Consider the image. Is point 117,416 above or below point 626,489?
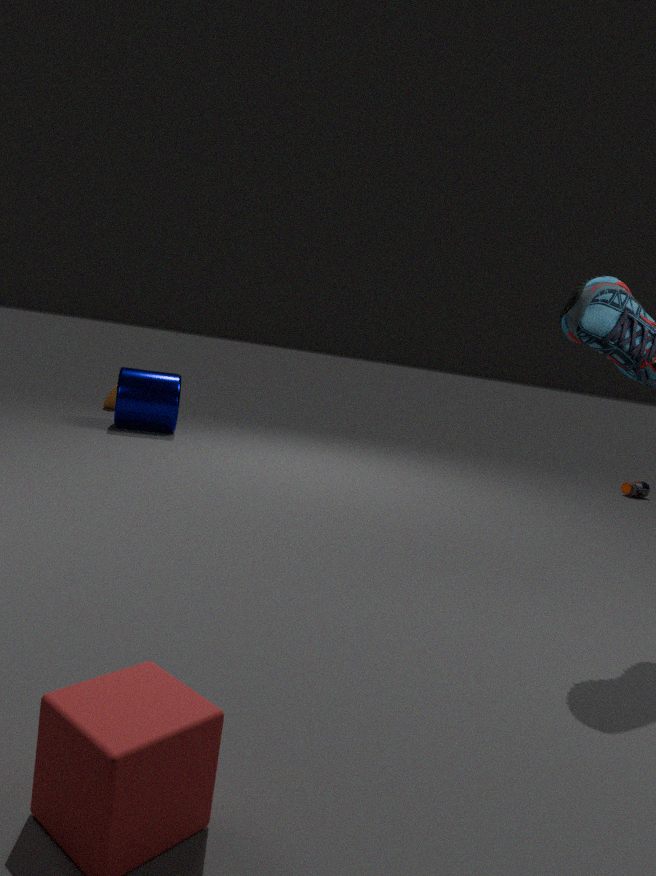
above
